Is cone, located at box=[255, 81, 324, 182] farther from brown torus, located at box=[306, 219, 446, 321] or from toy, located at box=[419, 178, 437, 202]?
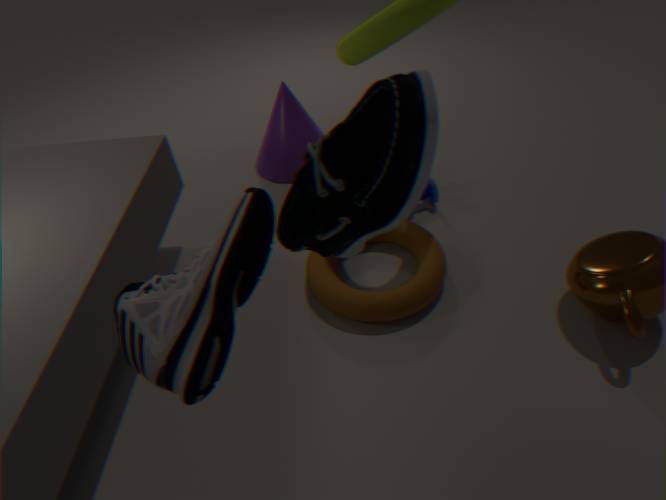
Answer: brown torus, located at box=[306, 219, 446, 321]
